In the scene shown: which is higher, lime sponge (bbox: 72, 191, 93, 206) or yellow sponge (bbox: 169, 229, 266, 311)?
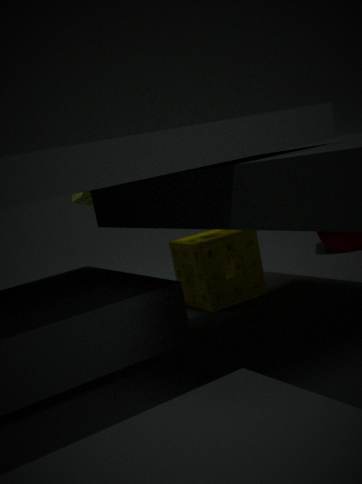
lime sponge (bbox: 72, 191, 93, 206)
